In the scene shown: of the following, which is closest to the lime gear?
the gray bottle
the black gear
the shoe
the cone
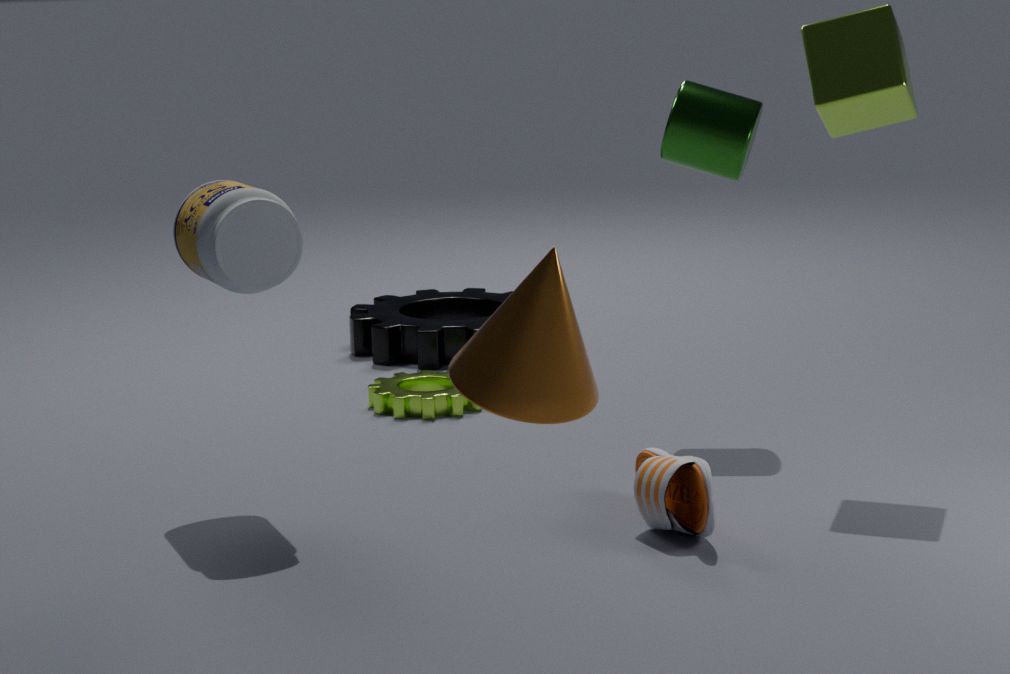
the black gear
